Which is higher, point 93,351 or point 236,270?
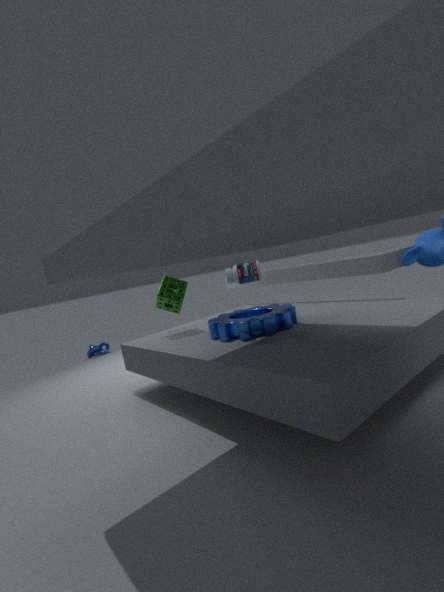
point 236,270
